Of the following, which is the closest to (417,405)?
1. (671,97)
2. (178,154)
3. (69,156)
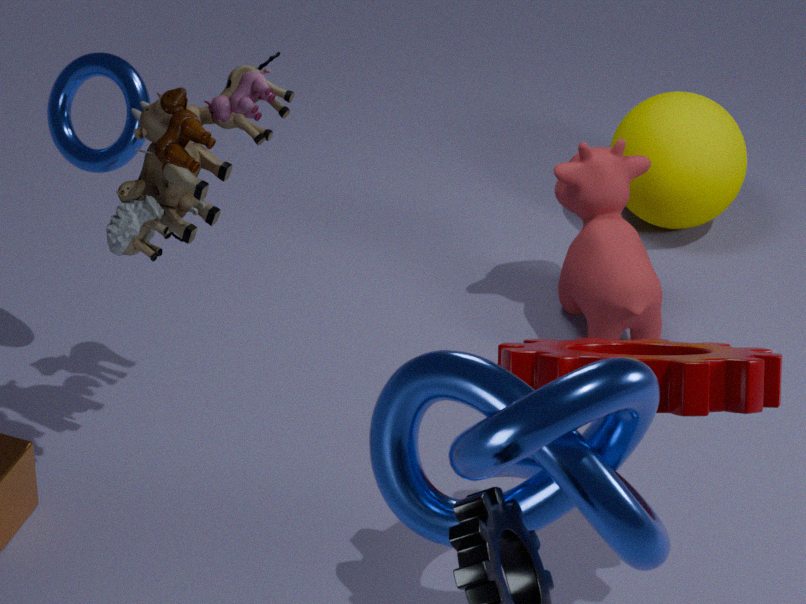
(178,154)
